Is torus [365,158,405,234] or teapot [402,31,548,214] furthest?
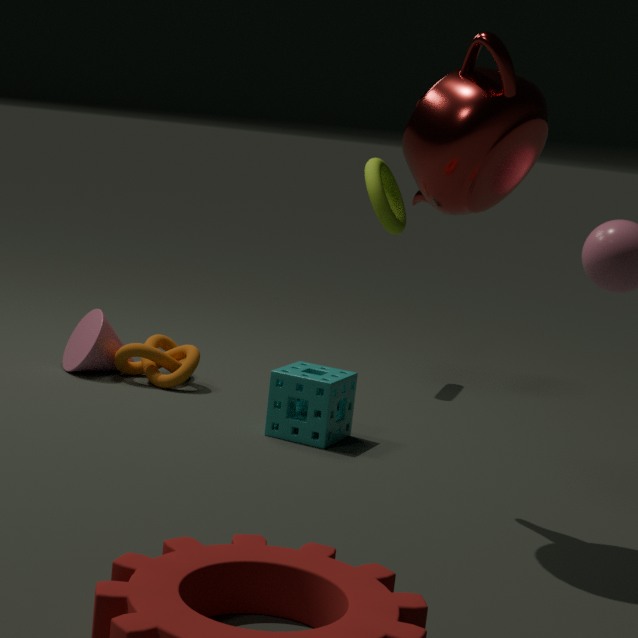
torus [365,158,405,234]
